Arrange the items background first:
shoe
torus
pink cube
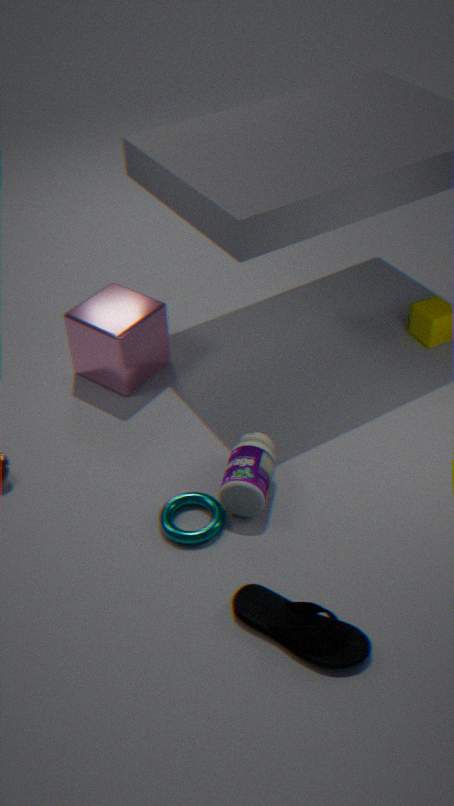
pink cube → torus → shoe
